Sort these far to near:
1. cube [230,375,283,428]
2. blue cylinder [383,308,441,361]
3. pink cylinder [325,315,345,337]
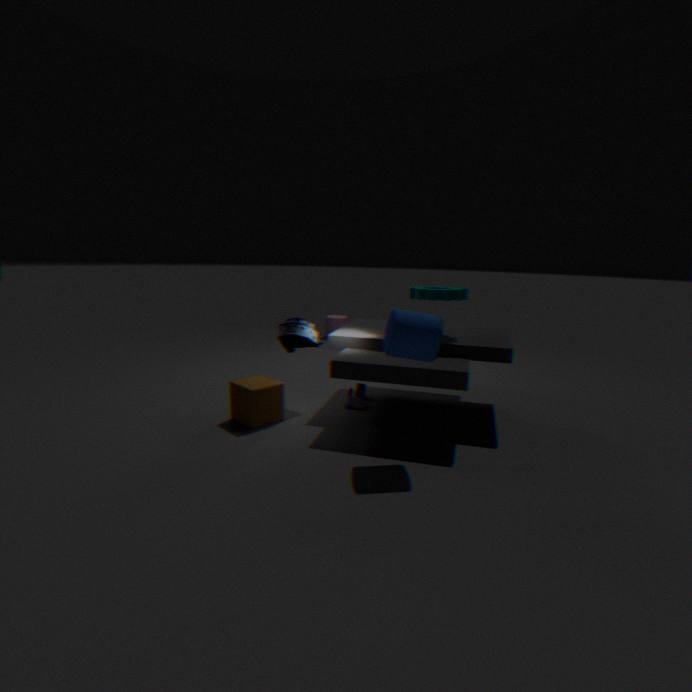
pink cylinder [325,315,345,337], cube [230,375,283,428], blue cylinder [383,308,441,361]
